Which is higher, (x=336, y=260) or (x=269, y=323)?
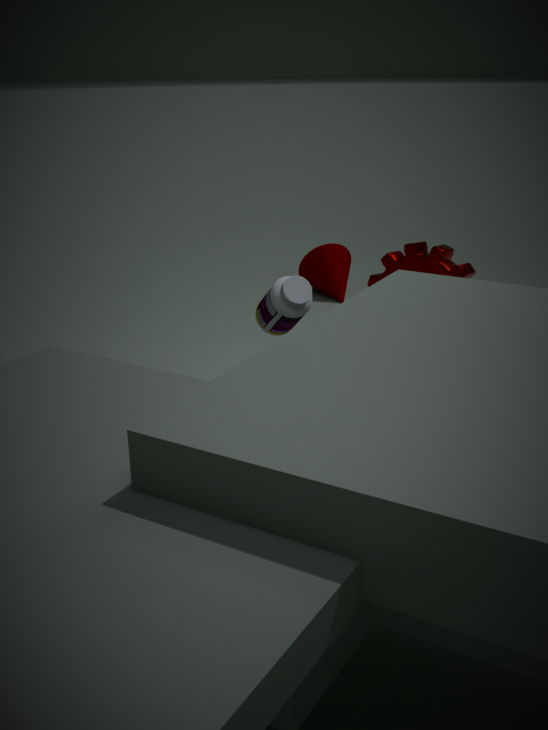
(x=269, y=323)
